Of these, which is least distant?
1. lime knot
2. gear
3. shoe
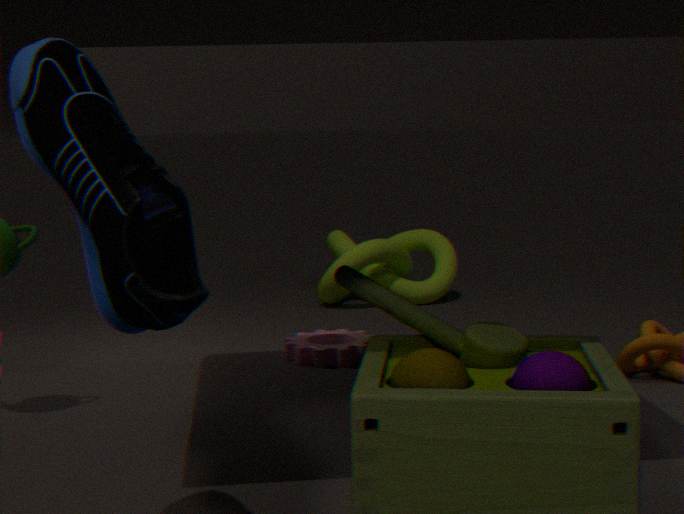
shoe
